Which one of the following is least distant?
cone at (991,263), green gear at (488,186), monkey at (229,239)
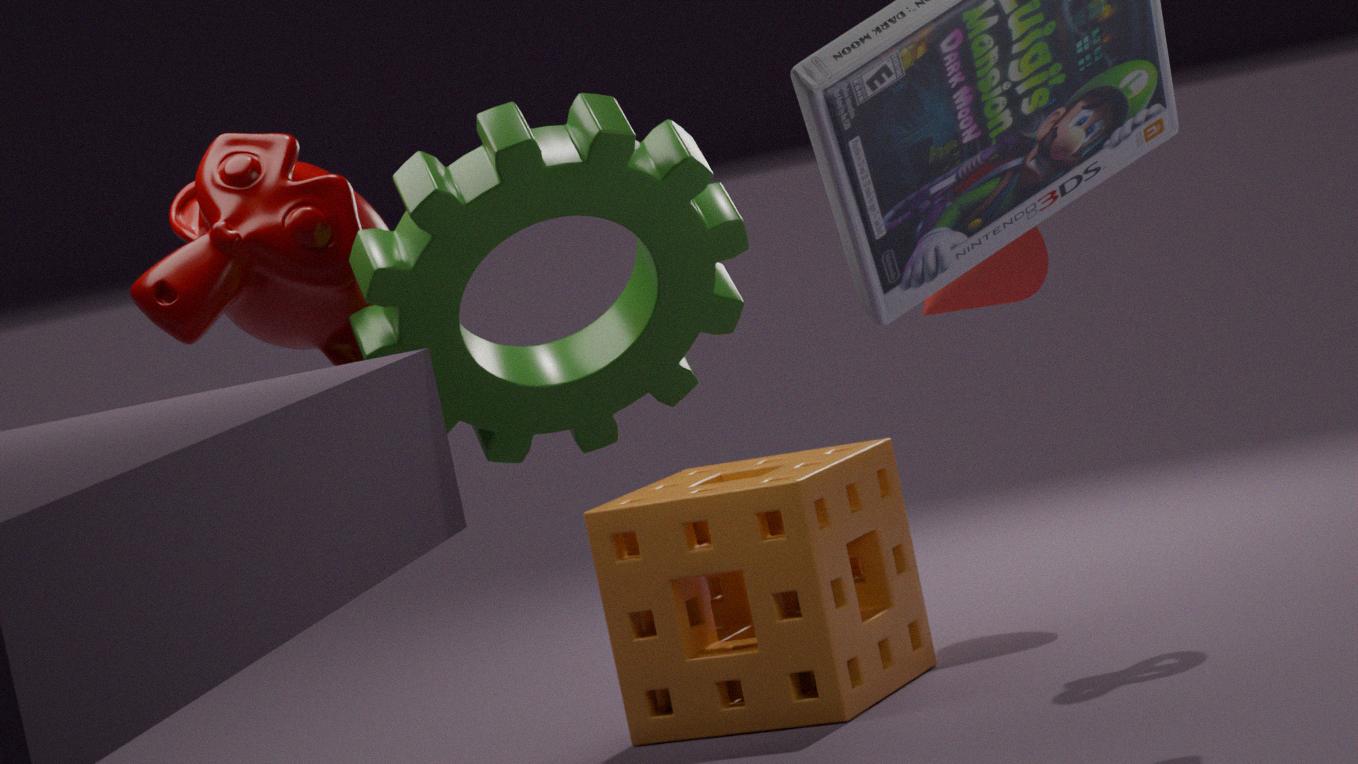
green gear at (488,186)
